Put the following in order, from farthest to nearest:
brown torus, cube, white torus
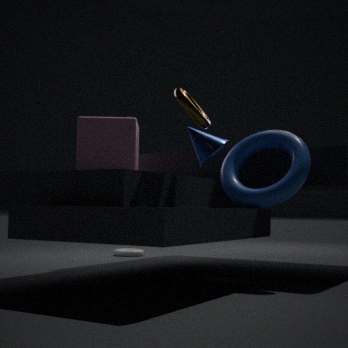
white torus → cube → brown torus
